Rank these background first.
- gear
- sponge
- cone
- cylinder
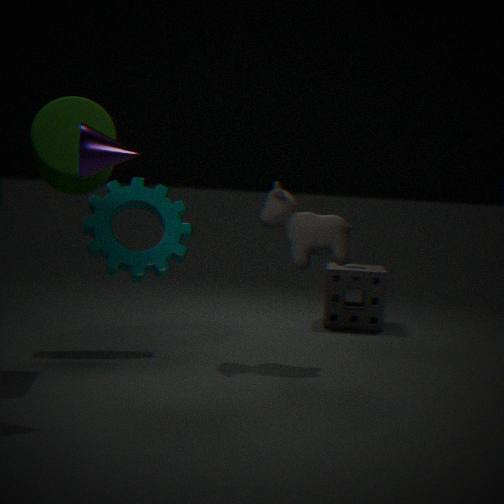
sponge
gear
cylinder
cone
